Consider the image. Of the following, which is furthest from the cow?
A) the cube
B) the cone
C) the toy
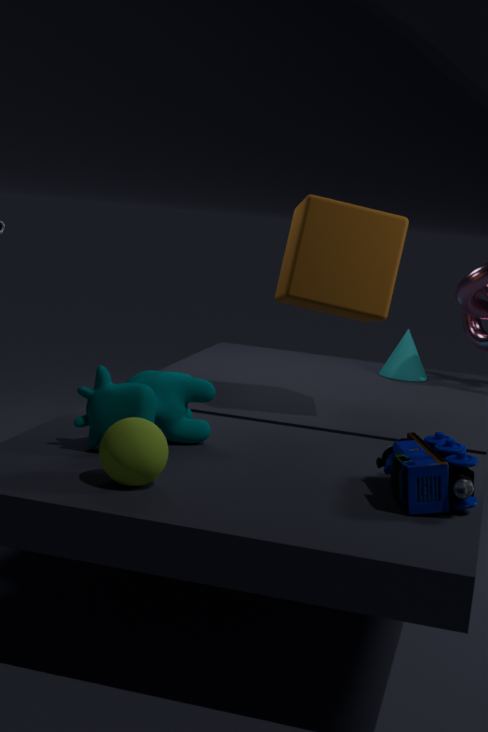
the cone
